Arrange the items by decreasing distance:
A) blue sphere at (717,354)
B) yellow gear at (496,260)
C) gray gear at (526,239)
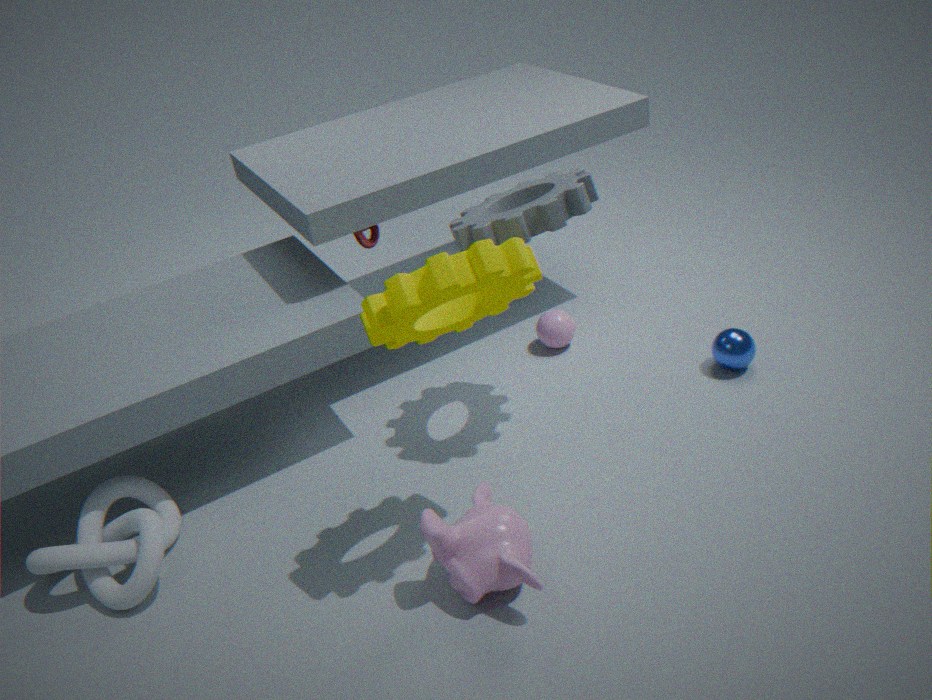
1. blue sphere at (717,354)
2. gray gear at (526,239)
3. yellow gear at (496,260)
